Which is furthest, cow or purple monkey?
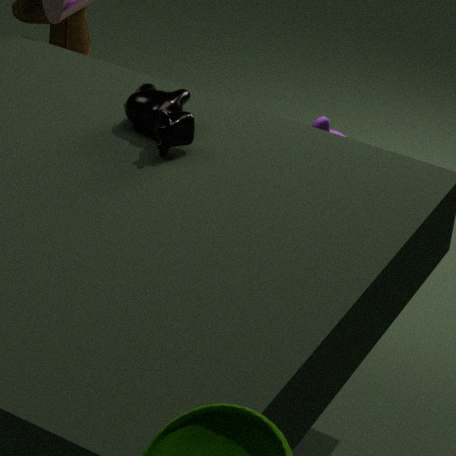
purple monkey
